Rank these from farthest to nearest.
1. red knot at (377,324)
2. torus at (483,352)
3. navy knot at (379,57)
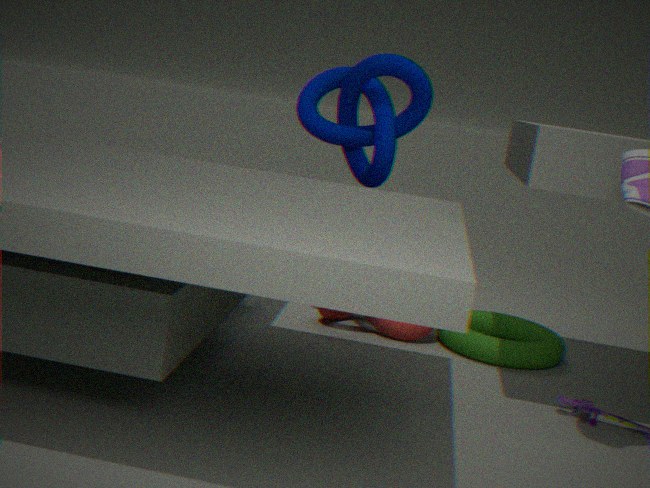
red knot at (377,324) < torus at (483,352) < navy knot at (379,57)
